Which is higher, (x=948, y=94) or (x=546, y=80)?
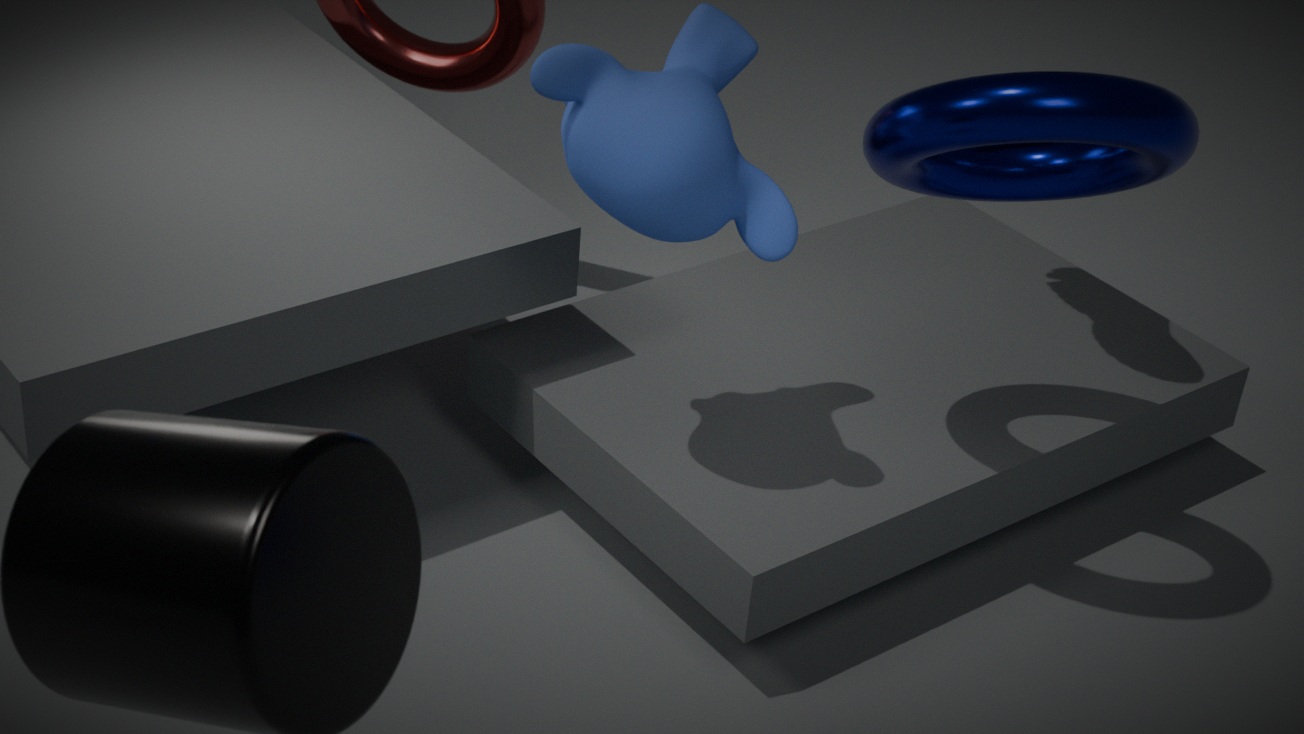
(x=948, y=94)
